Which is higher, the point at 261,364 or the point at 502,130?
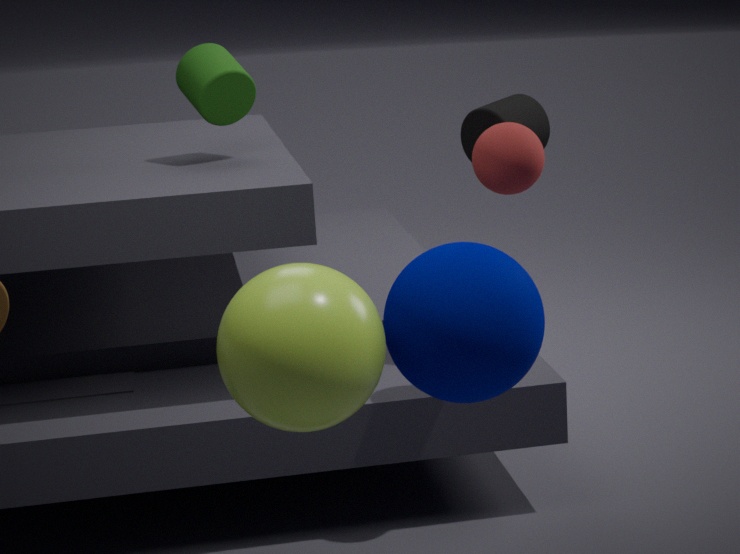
the point at 502,130
